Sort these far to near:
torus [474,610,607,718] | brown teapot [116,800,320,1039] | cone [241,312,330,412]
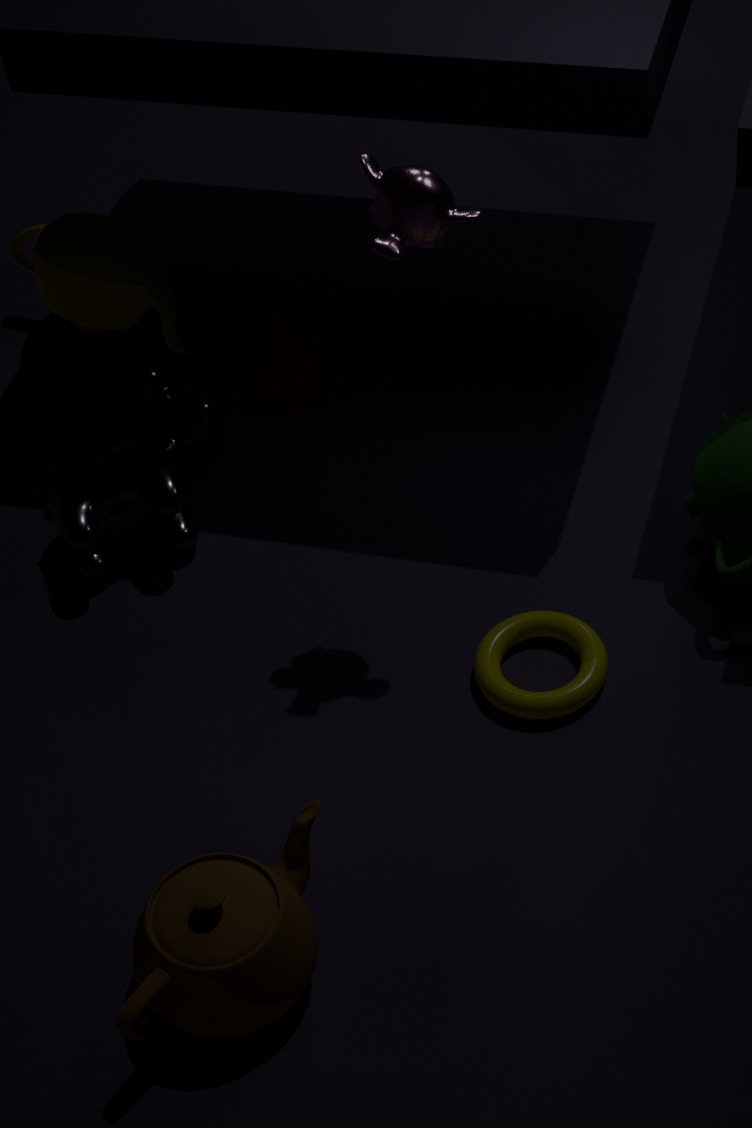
cone [241,312,330,412], torus [474,610,607,718], brown teapot [116,800,320,1039]
